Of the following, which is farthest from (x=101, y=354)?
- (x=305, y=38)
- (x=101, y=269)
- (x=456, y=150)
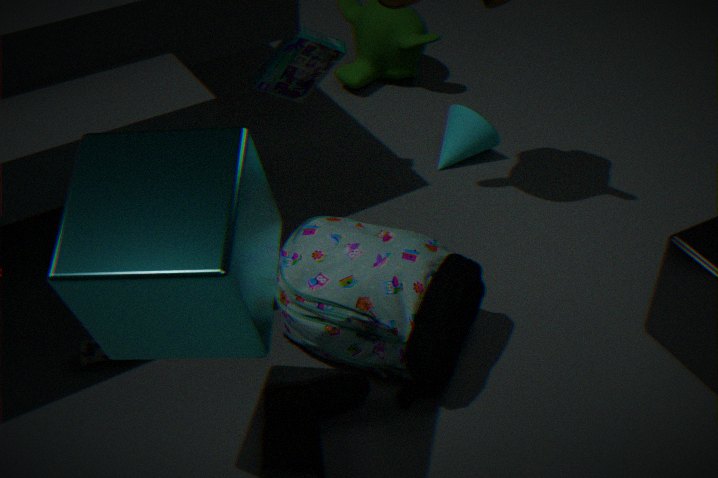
(x=456, y=150)
